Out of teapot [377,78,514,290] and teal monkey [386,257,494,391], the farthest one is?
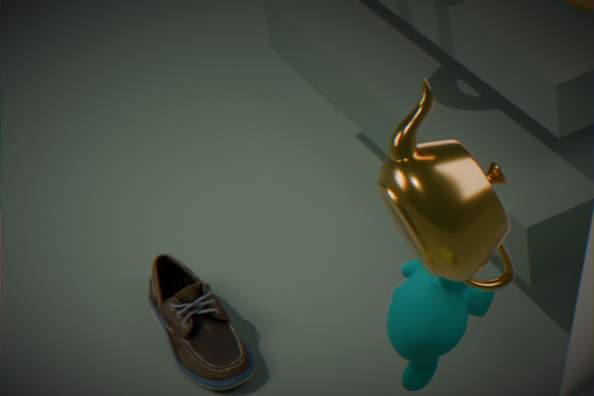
teal monkey [386,257,494,391]
